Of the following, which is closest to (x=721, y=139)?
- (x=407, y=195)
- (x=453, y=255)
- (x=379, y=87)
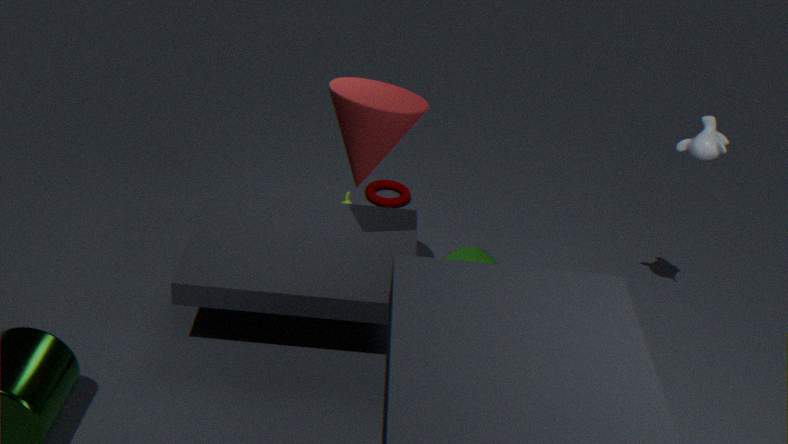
(x=453, y=255)
